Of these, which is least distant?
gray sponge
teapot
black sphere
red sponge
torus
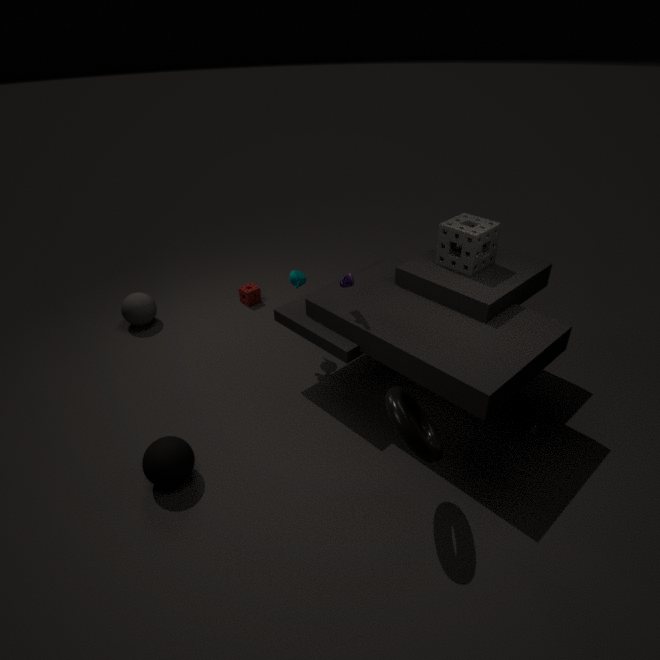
torus
